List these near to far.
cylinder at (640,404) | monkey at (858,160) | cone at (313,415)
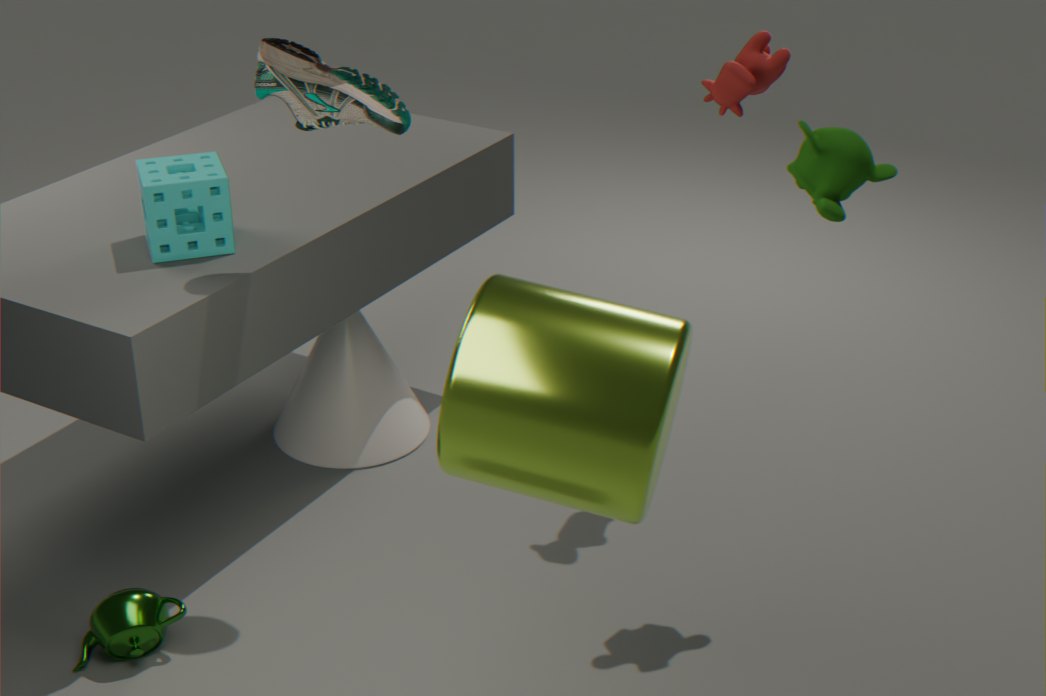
cylinder at (640,404) → monkey at (858,160) → cone at (313,415)
